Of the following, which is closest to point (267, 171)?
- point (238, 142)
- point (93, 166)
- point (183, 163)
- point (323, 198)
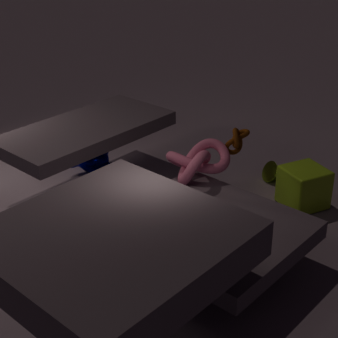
point (323, 198)
